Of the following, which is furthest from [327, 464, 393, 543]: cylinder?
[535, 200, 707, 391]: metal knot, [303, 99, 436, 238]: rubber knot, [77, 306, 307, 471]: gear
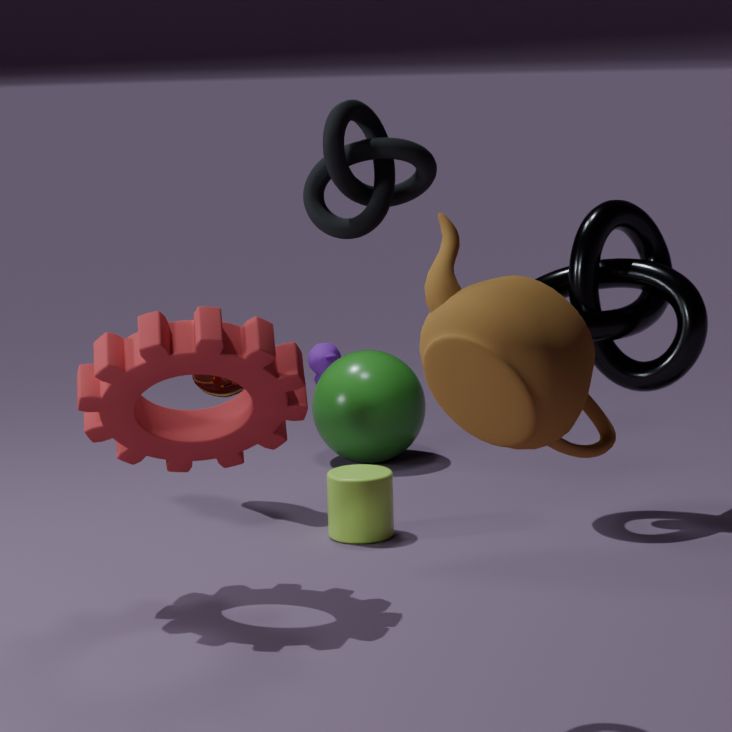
[303, 99, 436, 238]: rubber knot
